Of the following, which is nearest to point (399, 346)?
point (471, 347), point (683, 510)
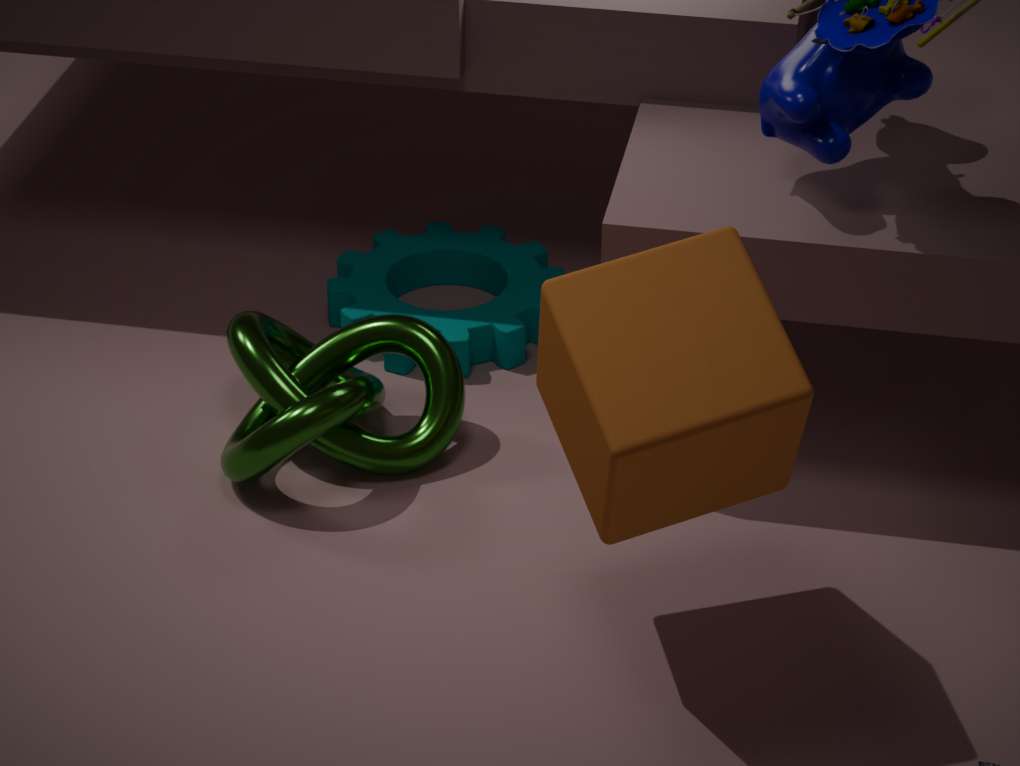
point (471, 347)
